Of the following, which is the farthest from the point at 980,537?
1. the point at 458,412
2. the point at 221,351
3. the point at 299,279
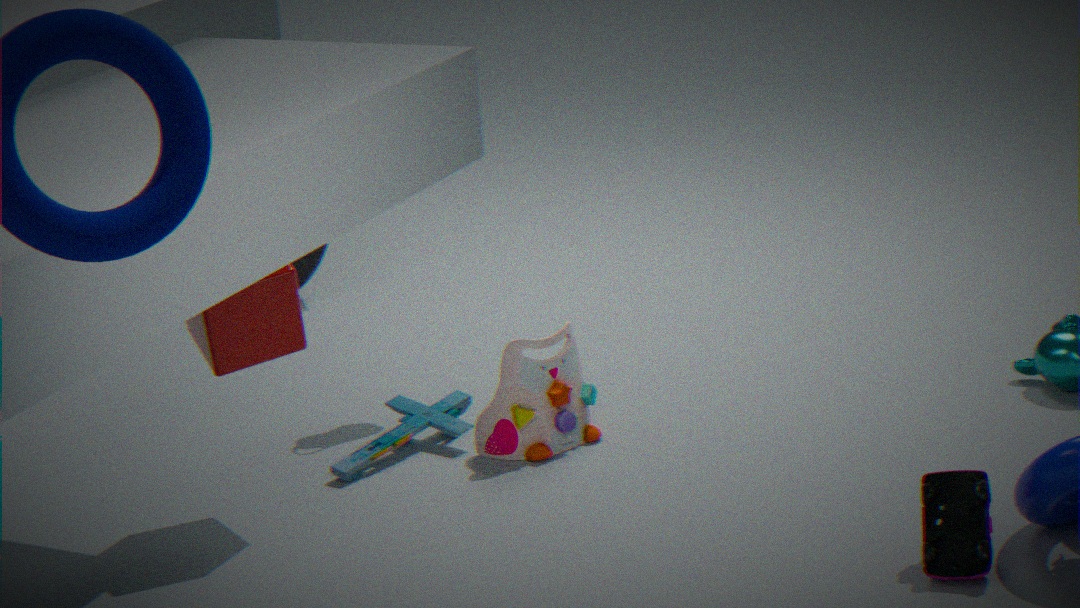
the point at 299,279
